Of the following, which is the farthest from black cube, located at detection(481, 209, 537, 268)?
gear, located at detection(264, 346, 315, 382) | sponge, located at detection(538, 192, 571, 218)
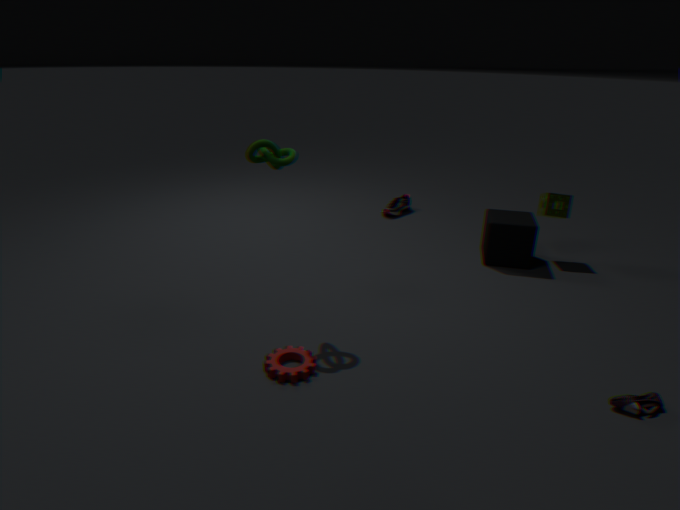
gear, located at detection(264, 346, 315, 382)
